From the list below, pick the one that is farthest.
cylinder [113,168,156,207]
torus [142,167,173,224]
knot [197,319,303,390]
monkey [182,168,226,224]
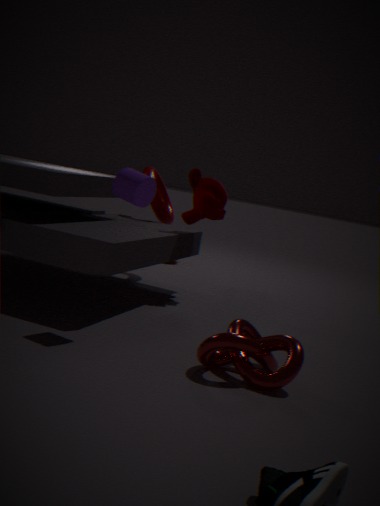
torus [142,167,173,224]
